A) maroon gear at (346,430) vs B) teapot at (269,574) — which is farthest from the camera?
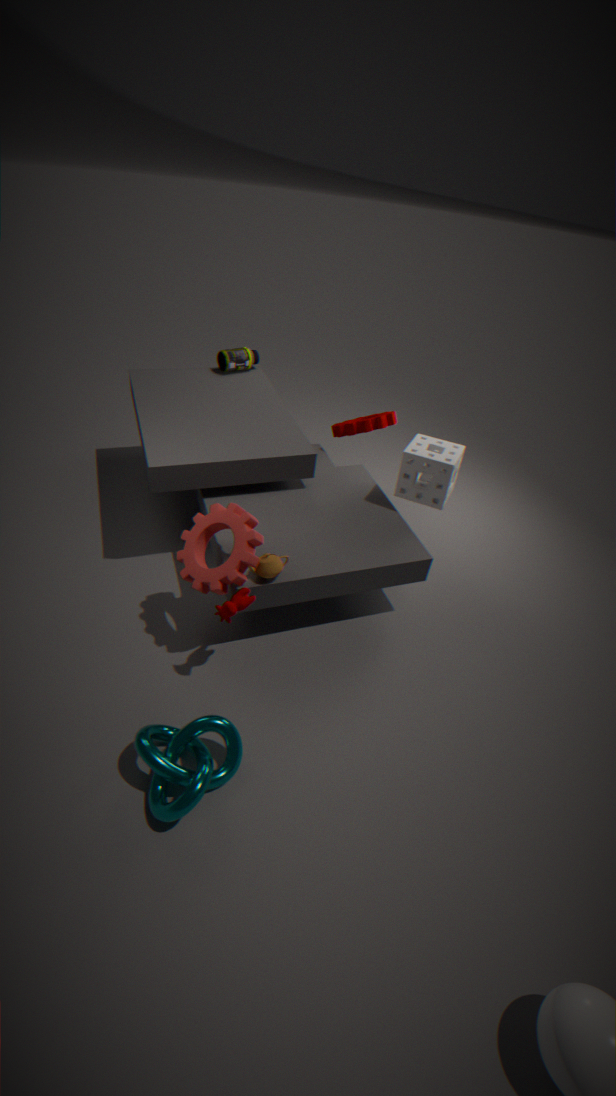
A. maroon gear at (346,430)
